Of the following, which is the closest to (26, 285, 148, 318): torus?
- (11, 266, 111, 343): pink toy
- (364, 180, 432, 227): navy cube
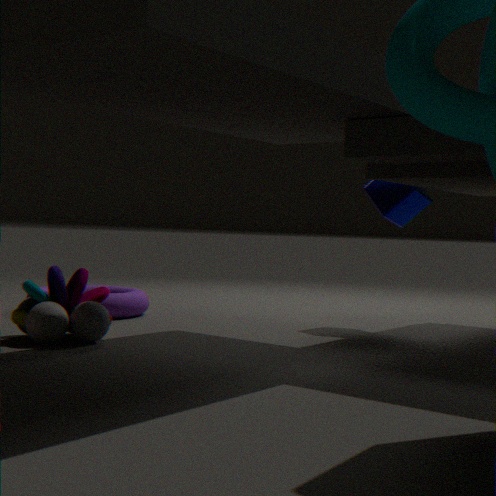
(11, 266, 111, 343): pink toy
